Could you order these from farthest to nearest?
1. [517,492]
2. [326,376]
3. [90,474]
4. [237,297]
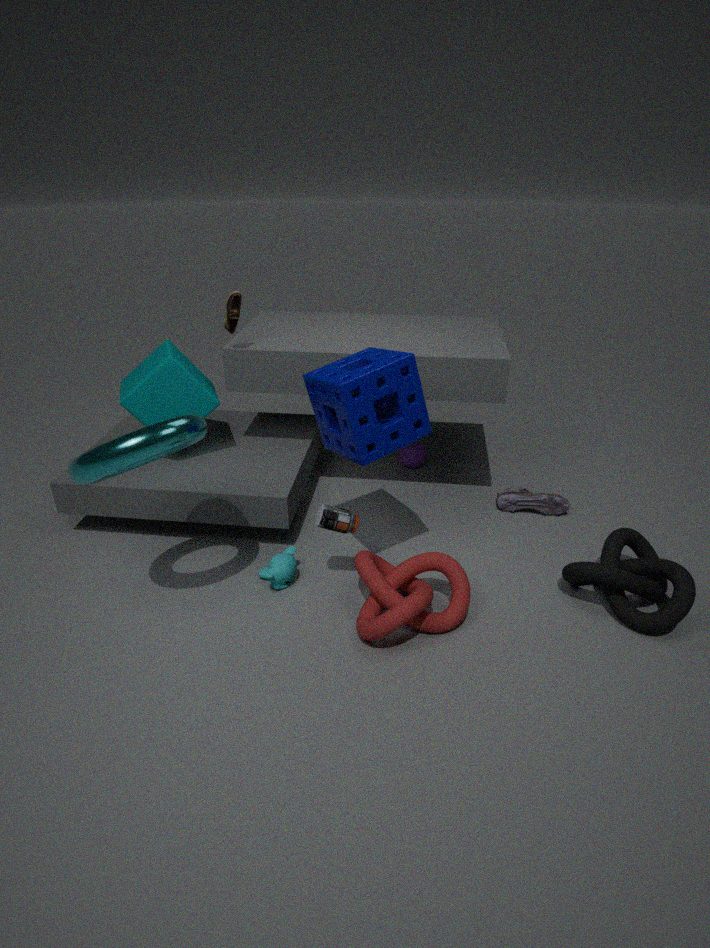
1. [517,492]
2. [237,297]
3. [326,376]
4. [90,474]
